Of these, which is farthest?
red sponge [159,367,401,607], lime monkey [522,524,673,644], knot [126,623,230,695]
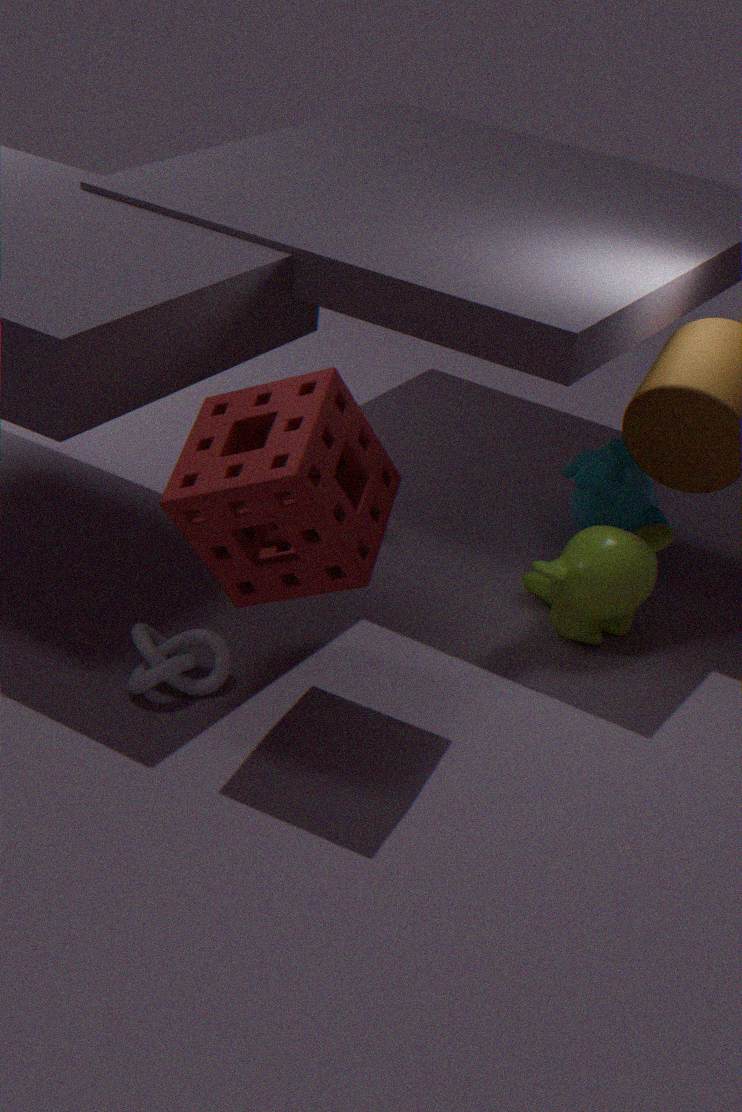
lime monkey [522,524,673,644]
